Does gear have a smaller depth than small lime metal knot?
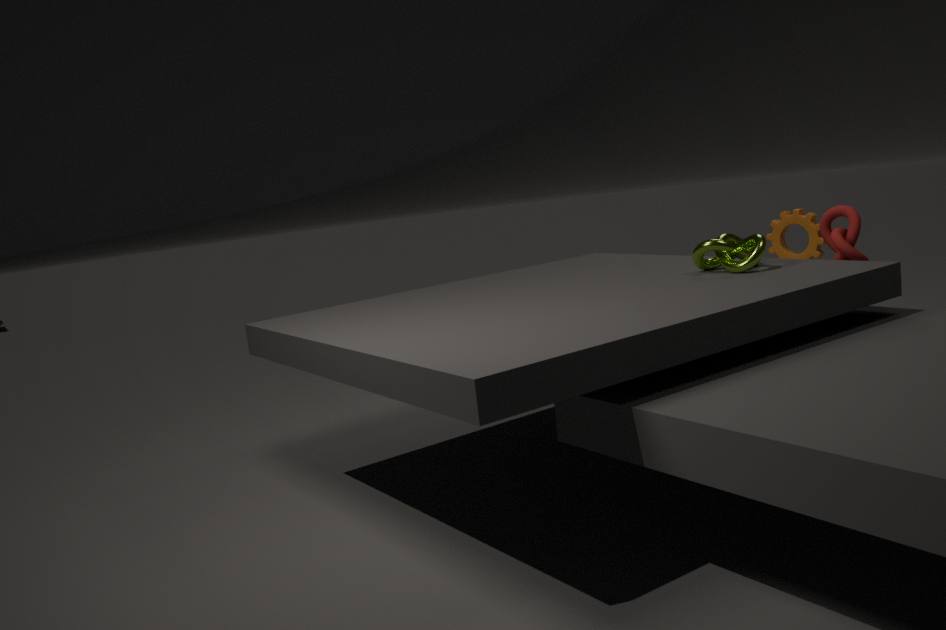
No
